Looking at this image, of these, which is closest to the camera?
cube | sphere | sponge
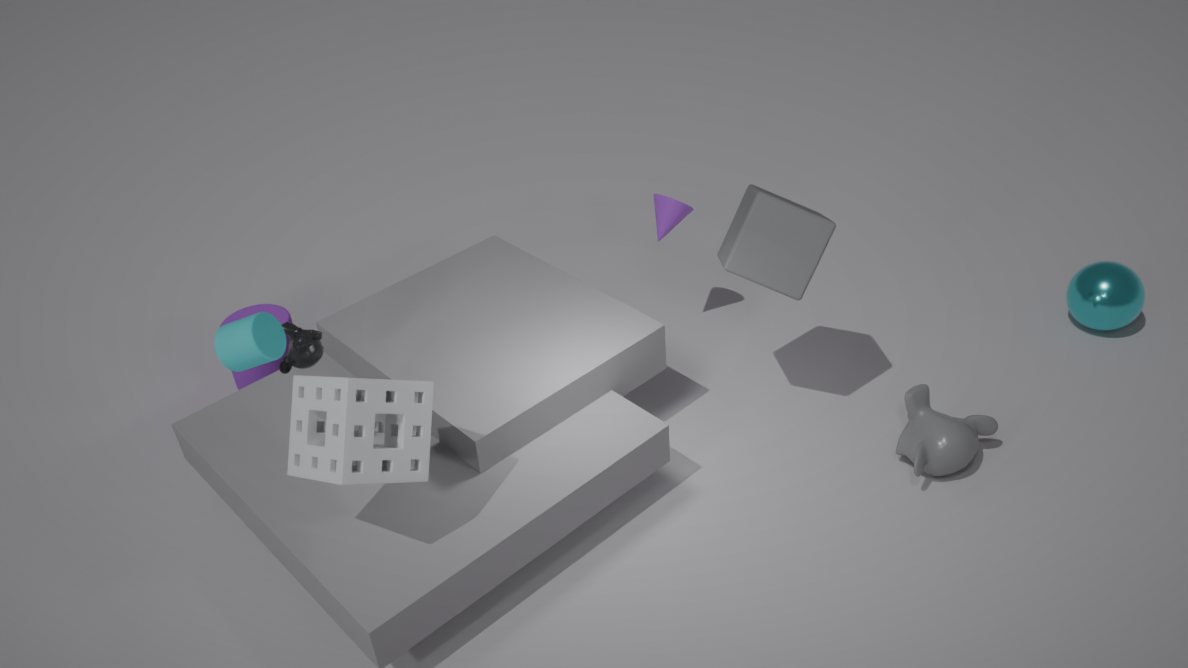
sponge
